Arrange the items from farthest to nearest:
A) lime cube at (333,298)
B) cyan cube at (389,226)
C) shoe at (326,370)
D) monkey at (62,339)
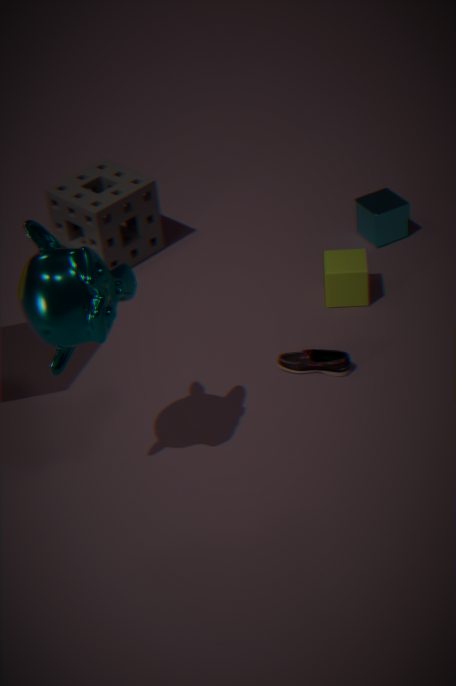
cyan cube at (389,226), lime cube at (333,298), shoe at (326,370), monkey at (62,339)
